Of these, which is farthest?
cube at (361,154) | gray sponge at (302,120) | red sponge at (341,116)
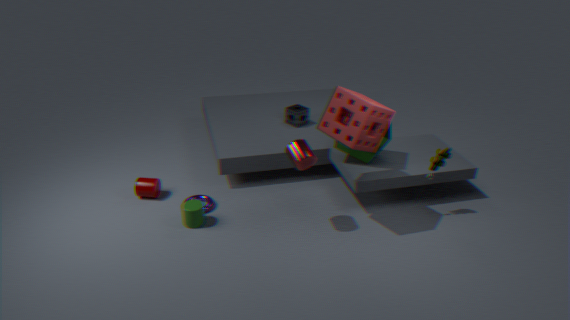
gray sponge at (302,120)
